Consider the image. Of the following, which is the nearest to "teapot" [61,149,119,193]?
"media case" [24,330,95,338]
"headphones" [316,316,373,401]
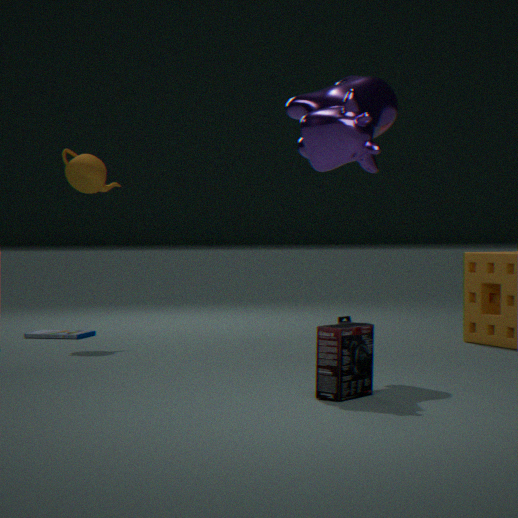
"media case" [24,330,95,338]
